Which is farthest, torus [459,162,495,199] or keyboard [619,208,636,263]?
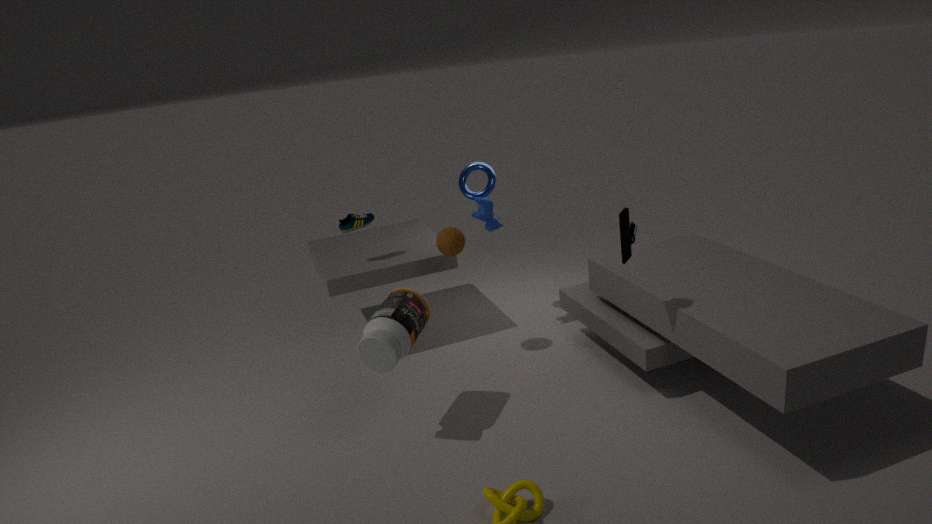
torus [459,162,495,199]
